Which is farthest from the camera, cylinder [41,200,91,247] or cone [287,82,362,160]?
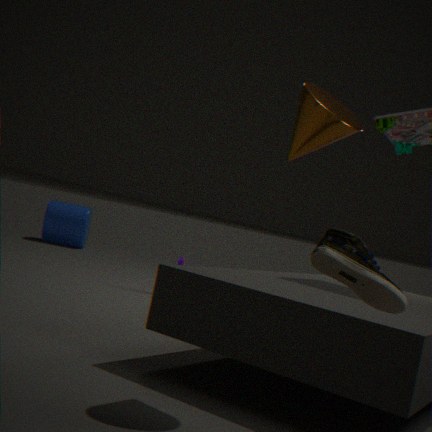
cylinder [41,200,91,247]
